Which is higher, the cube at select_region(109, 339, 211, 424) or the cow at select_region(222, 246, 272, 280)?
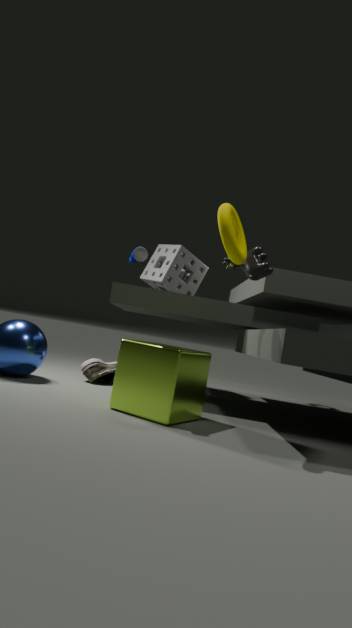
the cow at select_region(222, 246, 272, 280)
